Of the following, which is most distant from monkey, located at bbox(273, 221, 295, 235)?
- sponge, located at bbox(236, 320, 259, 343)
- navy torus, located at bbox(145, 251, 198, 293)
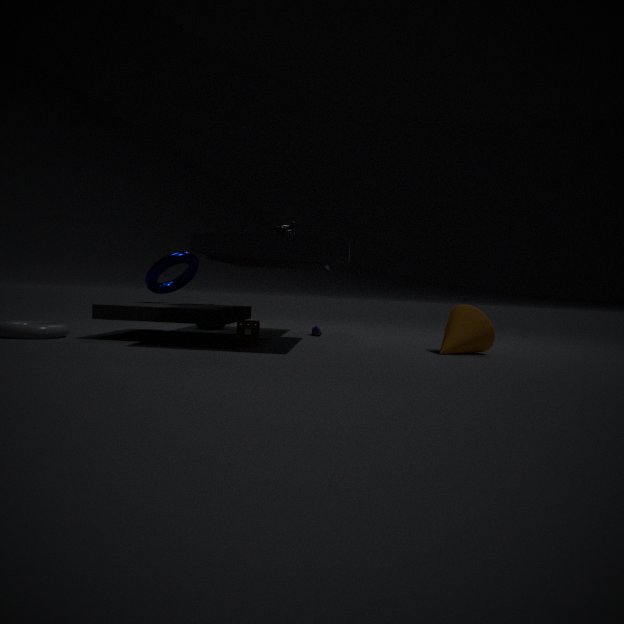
sponge, located at bbox(236, 320, 259, 343)
